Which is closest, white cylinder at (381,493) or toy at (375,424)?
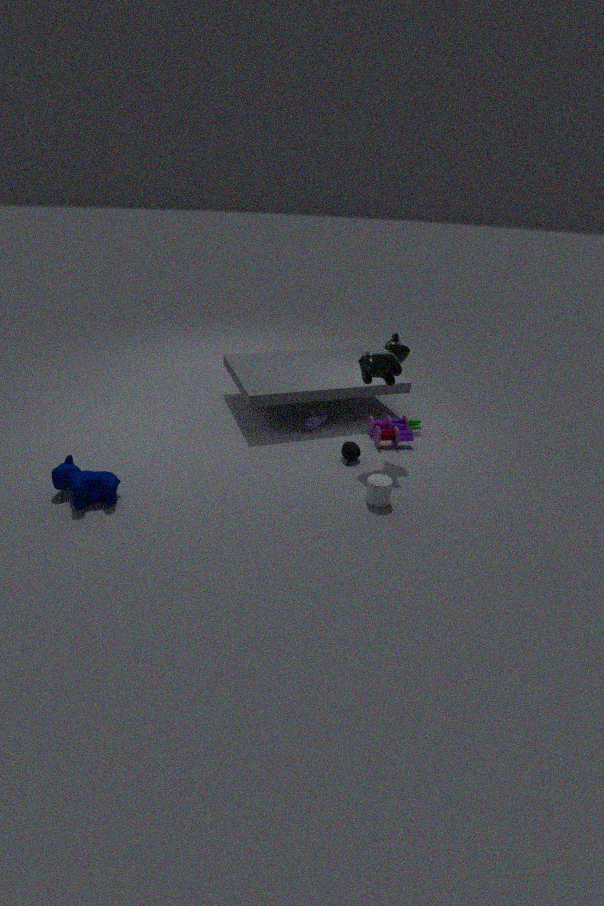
white cylinder at (381,493)
